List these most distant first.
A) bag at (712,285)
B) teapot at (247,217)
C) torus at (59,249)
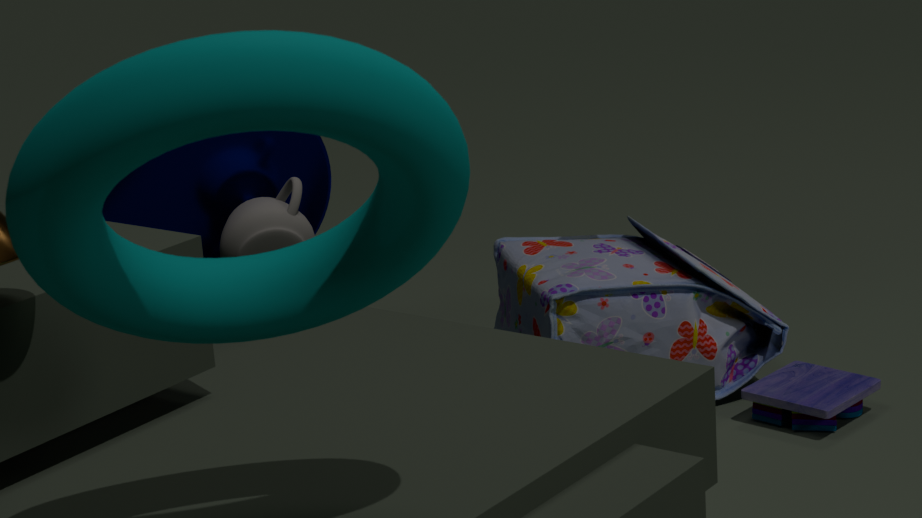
bag at (712,285) → teapot at (247,217) → torus at (59,249)
